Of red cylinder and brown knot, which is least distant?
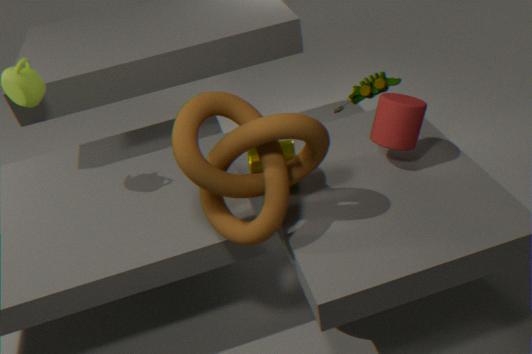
brown knot
